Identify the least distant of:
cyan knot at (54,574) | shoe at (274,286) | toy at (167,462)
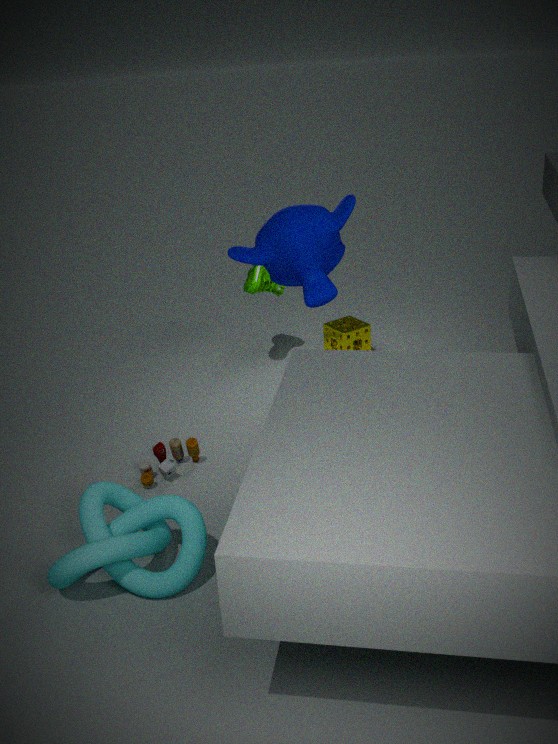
cyan knot at (54,574)
